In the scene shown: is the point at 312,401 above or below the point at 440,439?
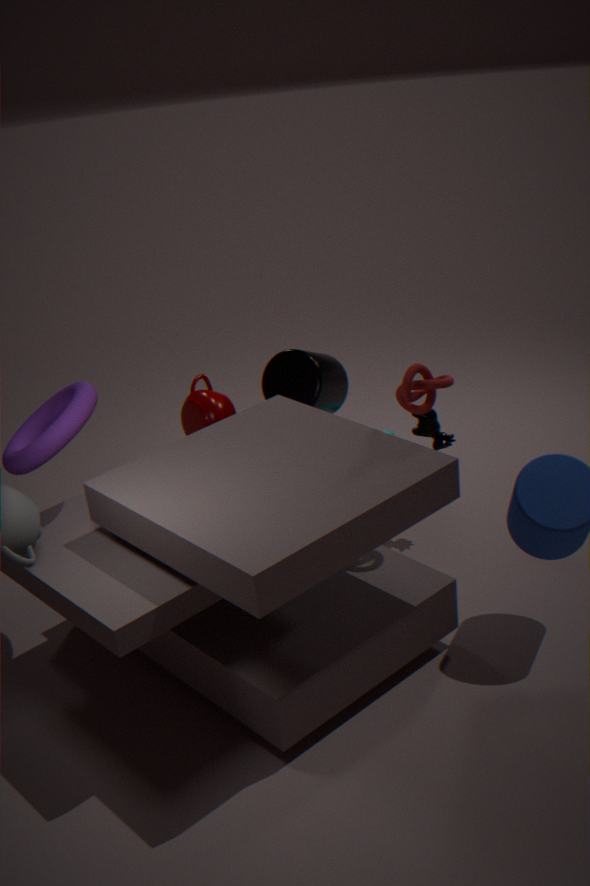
above
